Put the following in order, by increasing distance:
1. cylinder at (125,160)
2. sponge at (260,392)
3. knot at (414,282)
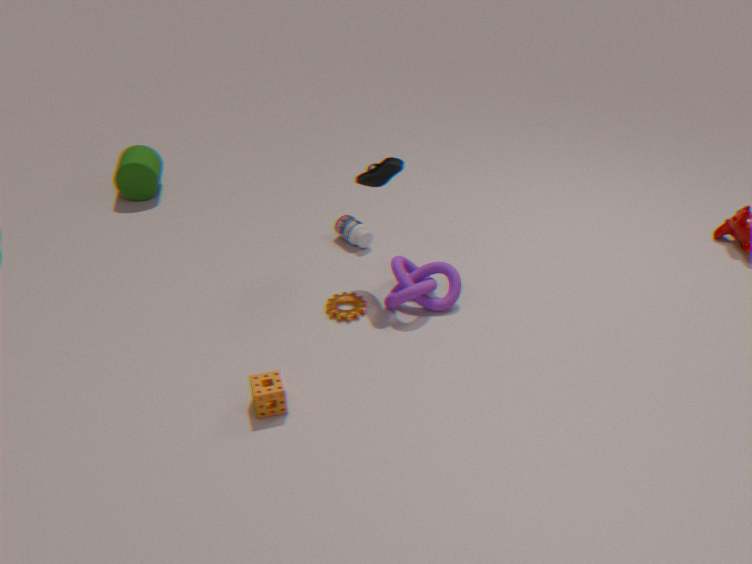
sponge at (260,392)
knot at (414,282)
cylinder at (125,160)
